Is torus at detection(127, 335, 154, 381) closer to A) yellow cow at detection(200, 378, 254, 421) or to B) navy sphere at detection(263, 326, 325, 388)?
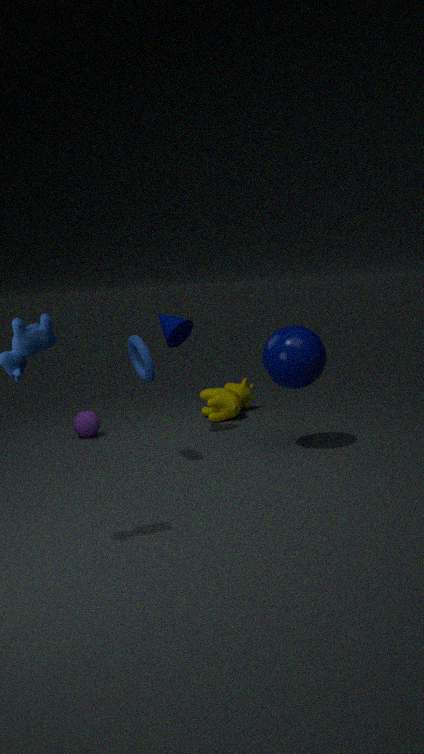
B) navy sphere at detection(263, 326, 325, 388)
